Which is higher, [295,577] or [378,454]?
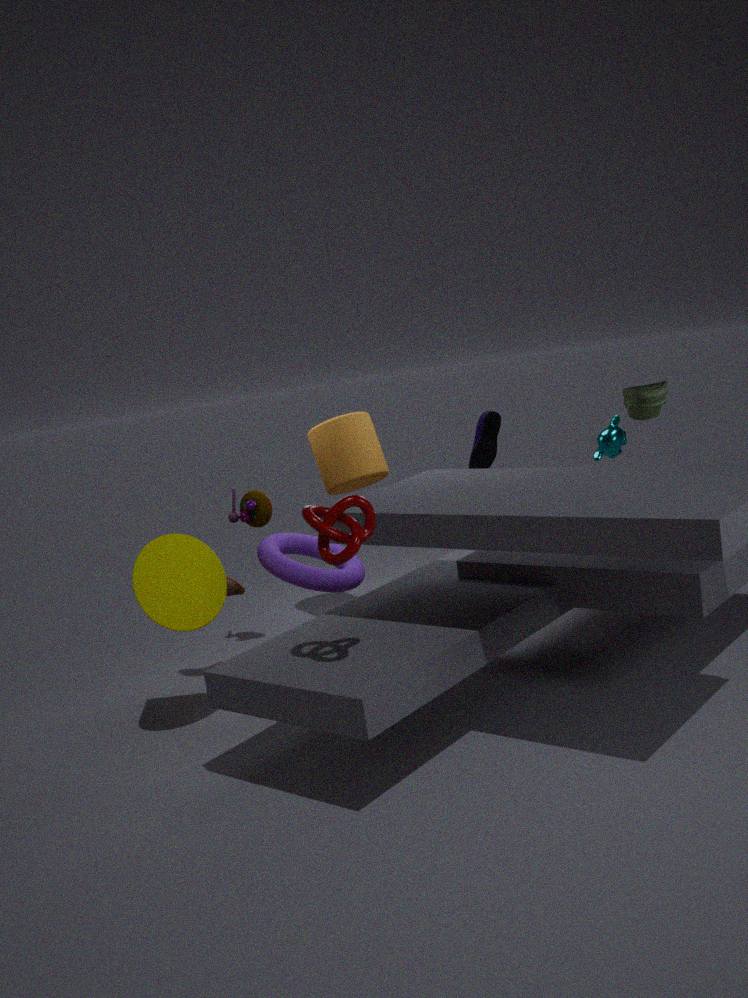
[378,454]
